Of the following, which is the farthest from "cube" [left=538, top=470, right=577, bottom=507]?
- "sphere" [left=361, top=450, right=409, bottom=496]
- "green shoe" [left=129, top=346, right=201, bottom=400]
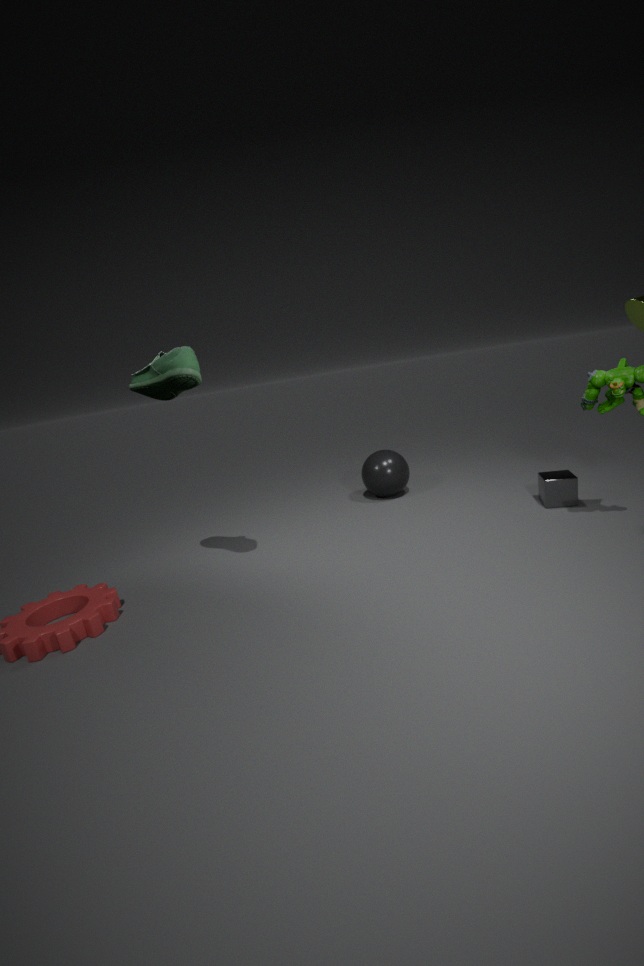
"green shoe" [left=129, top=346, right=201, bottom=400]
